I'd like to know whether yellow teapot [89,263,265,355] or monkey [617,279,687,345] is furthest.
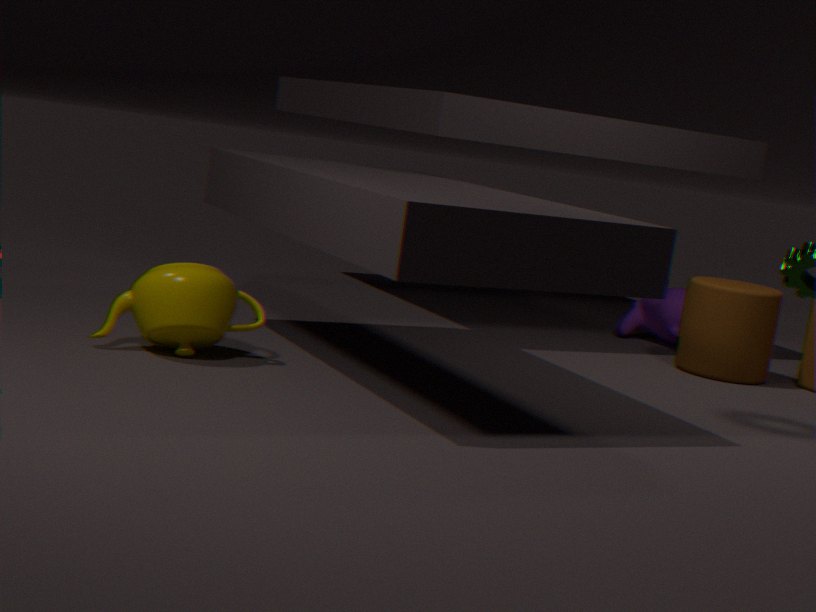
monkey [617,279,687,345]
